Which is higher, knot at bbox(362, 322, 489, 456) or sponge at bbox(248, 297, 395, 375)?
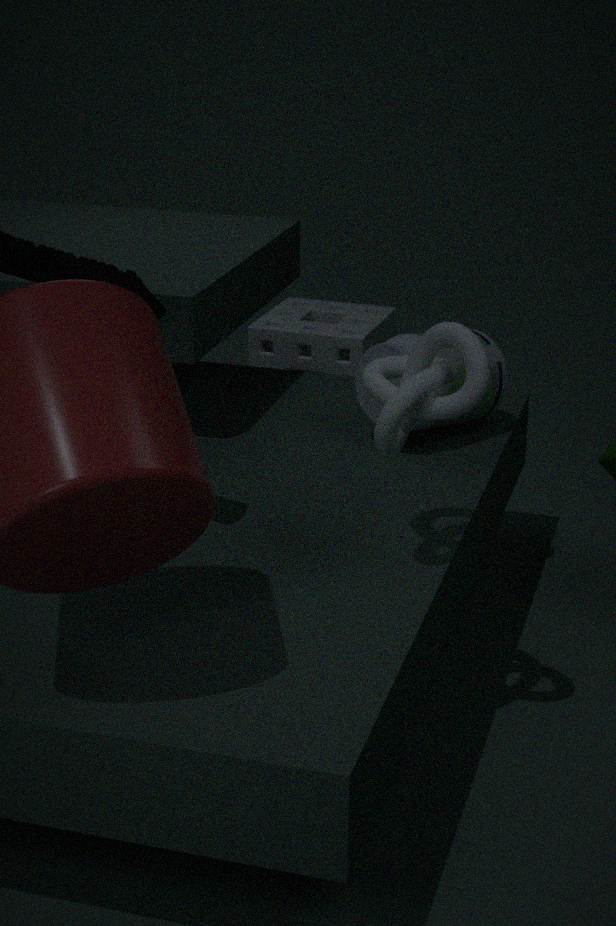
knot at bbox(362, 322, 489, 456)
